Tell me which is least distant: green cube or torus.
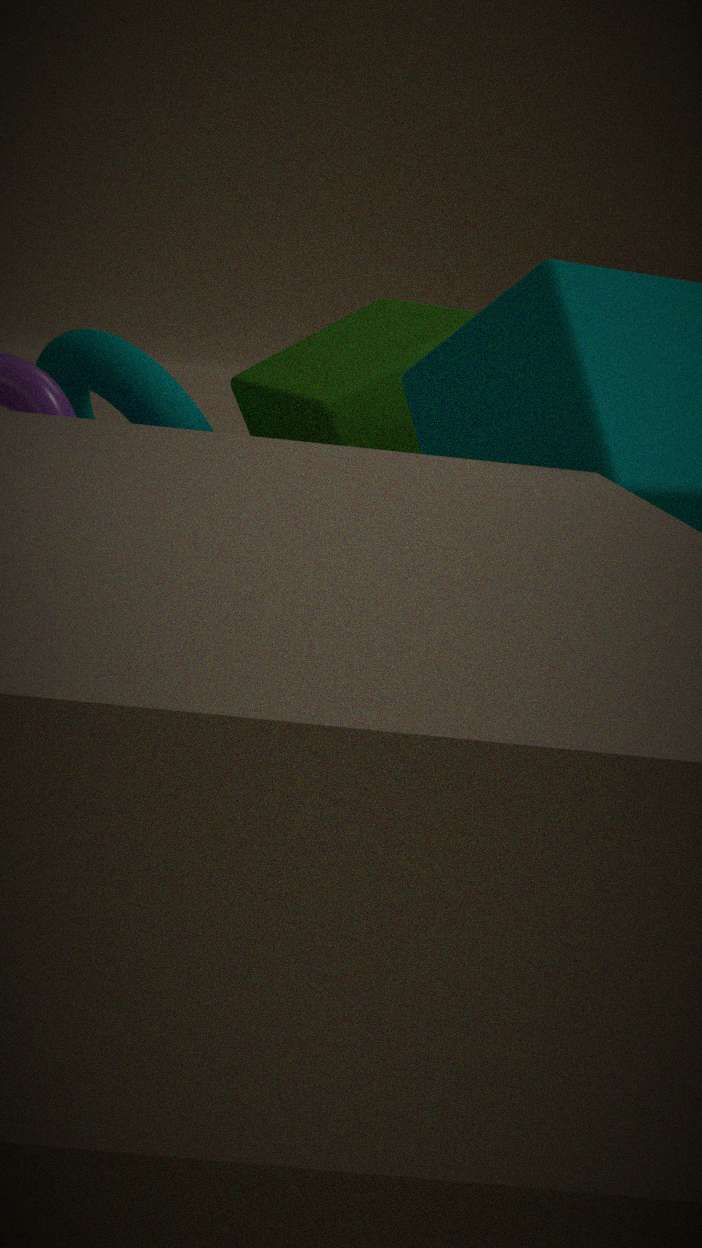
green cube
